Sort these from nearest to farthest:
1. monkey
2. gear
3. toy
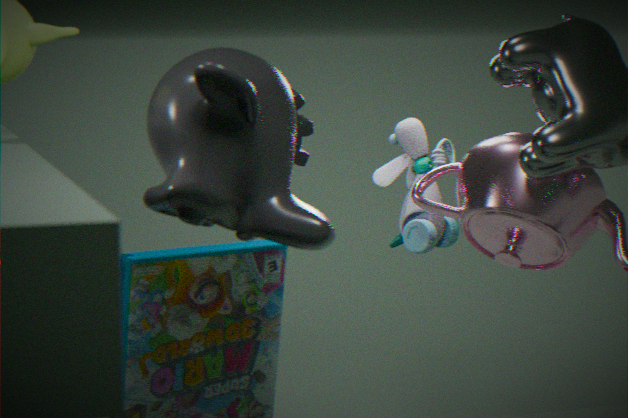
monkey → gear → toy
